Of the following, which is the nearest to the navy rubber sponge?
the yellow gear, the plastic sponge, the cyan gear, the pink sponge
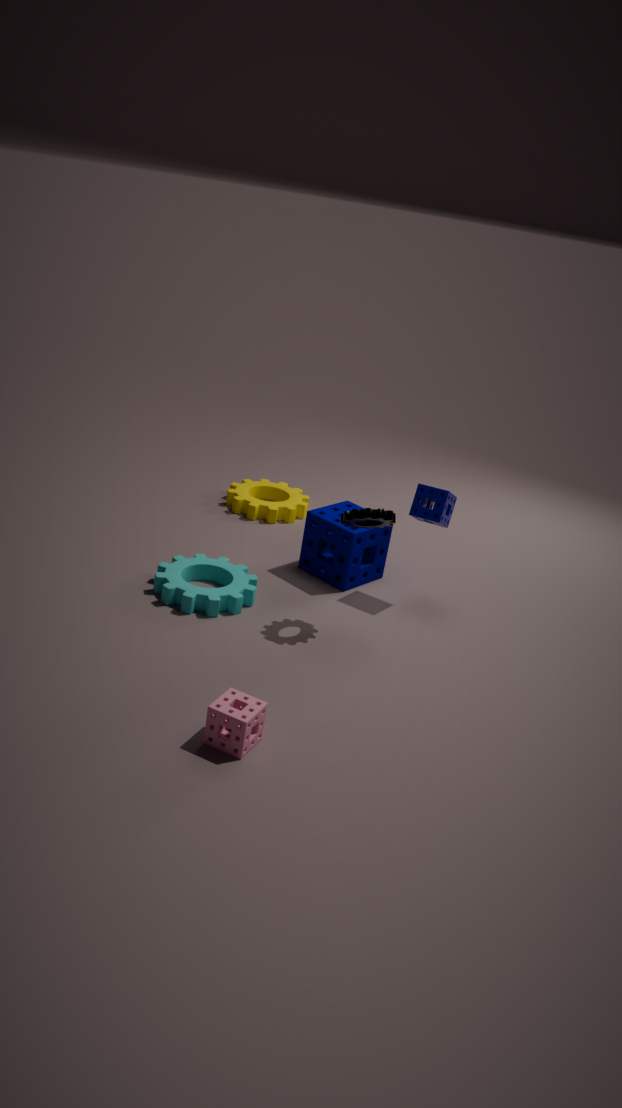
the plastic sponge
